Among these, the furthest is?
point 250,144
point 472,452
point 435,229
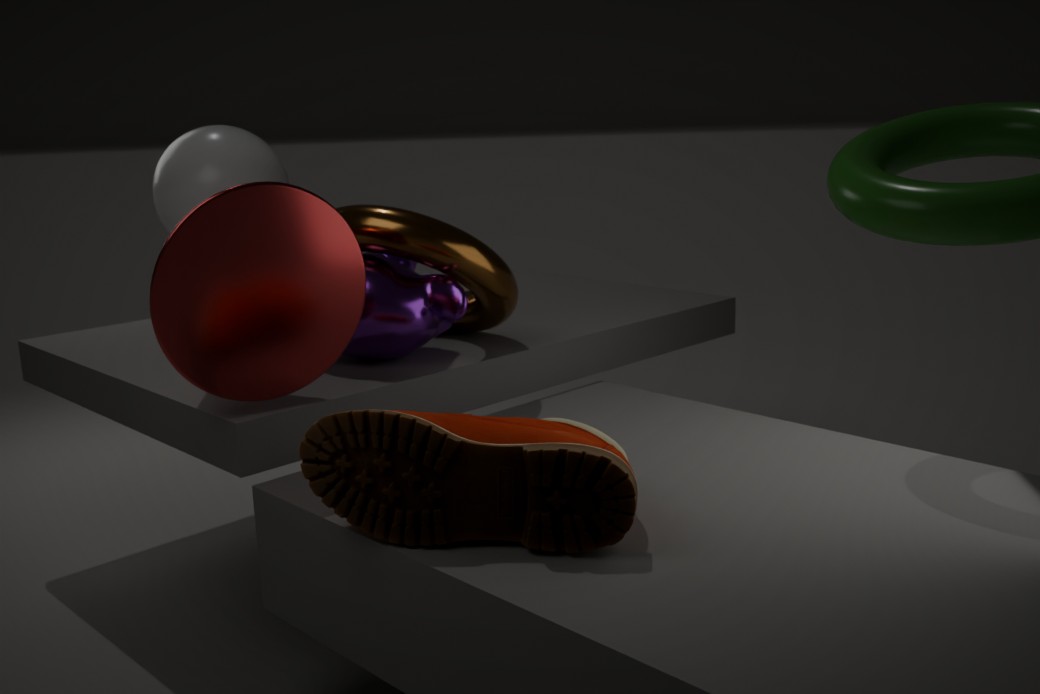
point 250,144
